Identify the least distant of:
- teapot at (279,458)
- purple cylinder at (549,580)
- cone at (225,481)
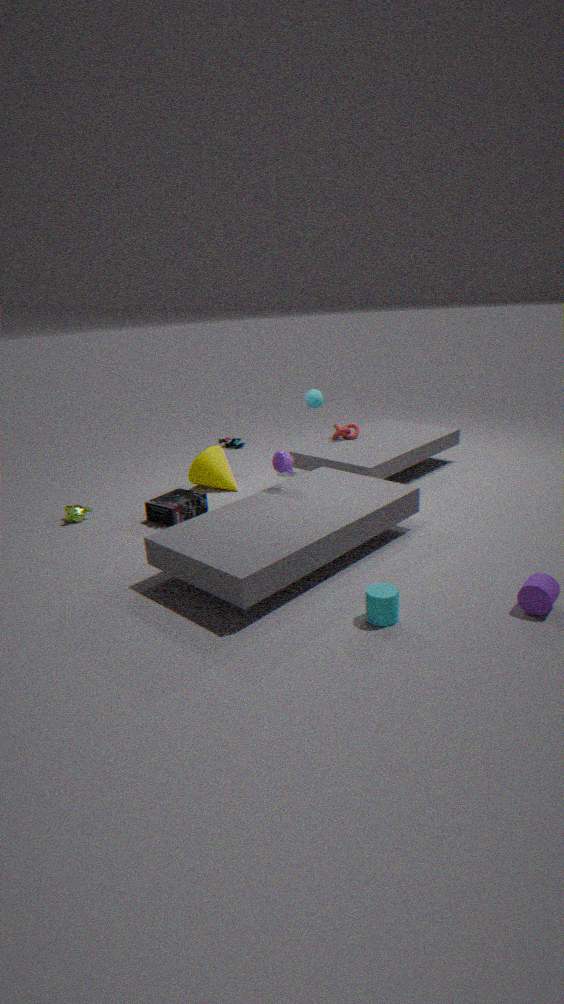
purple cylinder at (549,580)
